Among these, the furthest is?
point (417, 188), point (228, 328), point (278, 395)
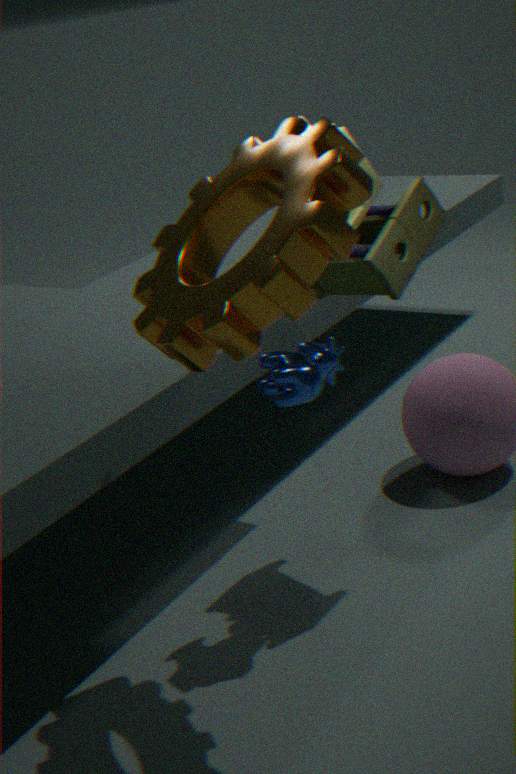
point (417, 188)
